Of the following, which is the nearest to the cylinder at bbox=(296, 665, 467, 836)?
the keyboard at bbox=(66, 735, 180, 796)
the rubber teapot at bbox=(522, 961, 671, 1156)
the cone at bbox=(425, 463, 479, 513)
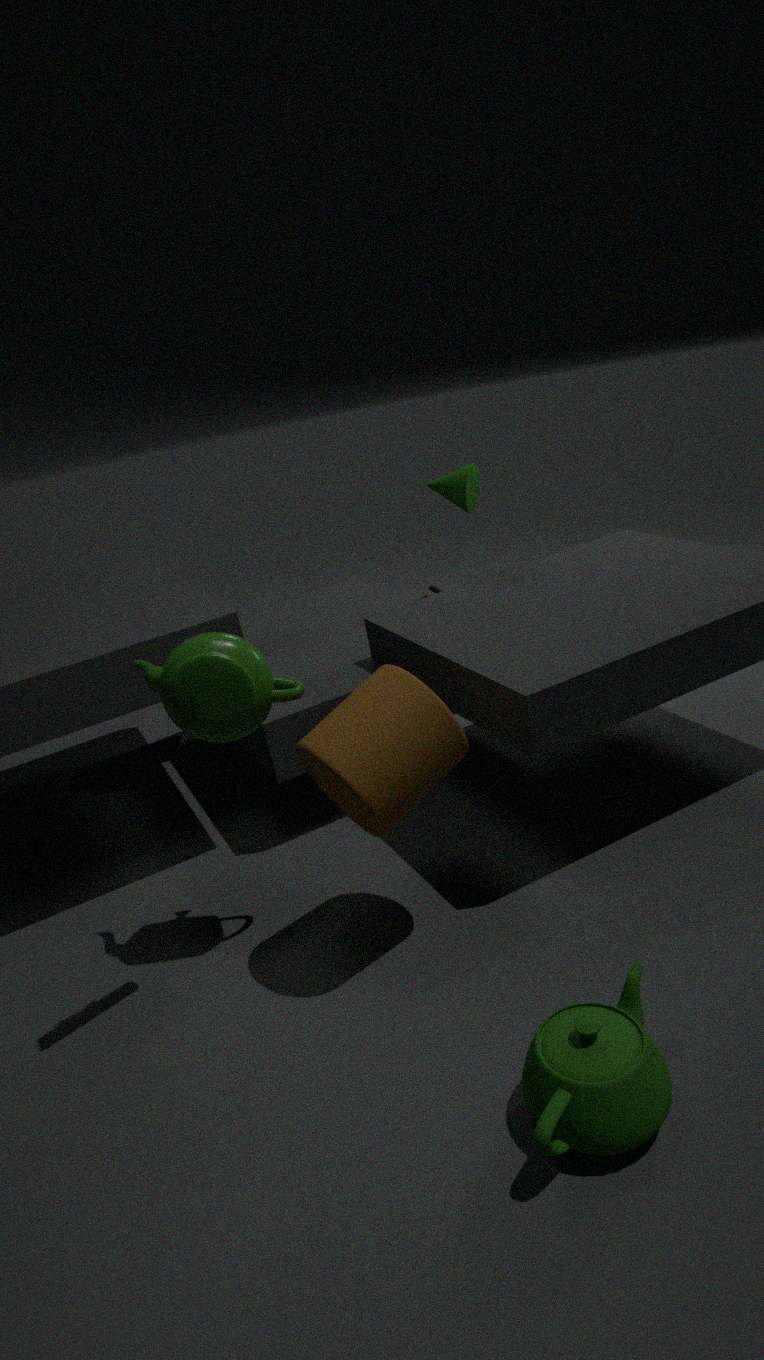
the keyboard at bbox=(66, 735, 180, 796)
